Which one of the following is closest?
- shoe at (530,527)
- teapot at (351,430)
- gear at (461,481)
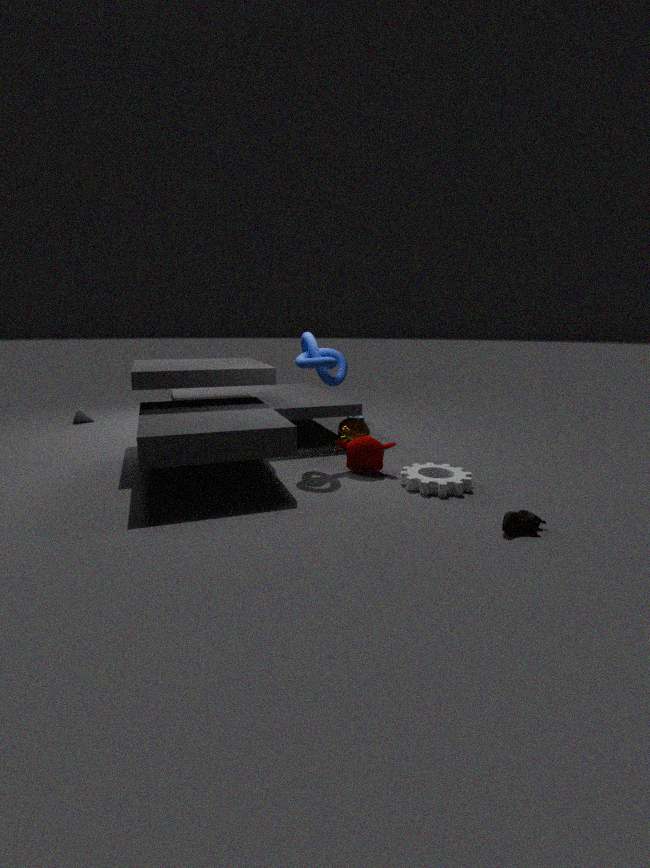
shoe at (530,527)
